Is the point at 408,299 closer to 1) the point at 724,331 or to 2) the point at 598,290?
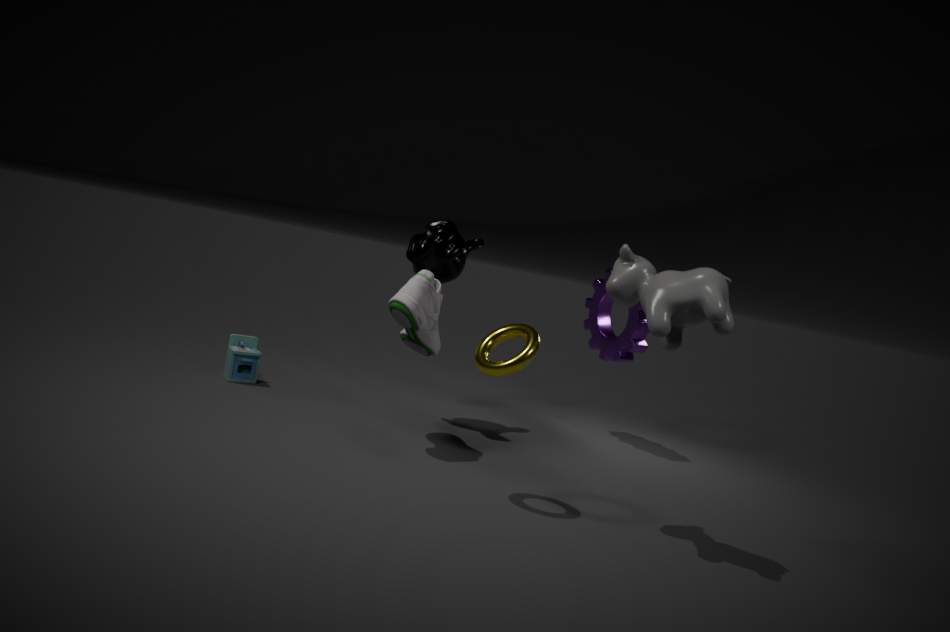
1) the point at 724,331
